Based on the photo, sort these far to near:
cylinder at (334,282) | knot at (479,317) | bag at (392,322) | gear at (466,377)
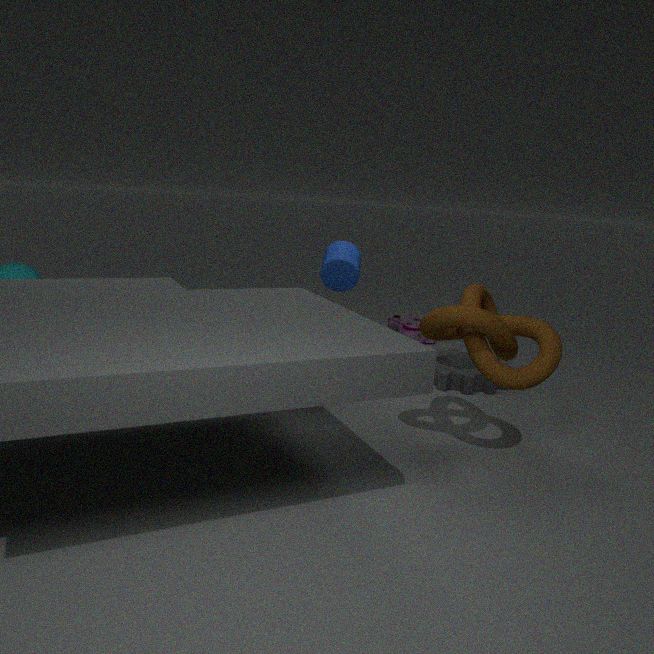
1. bag at (392,322)
2. gear at (466,377)
3. cylinder at (334,282)
4. knot at (479,317)
